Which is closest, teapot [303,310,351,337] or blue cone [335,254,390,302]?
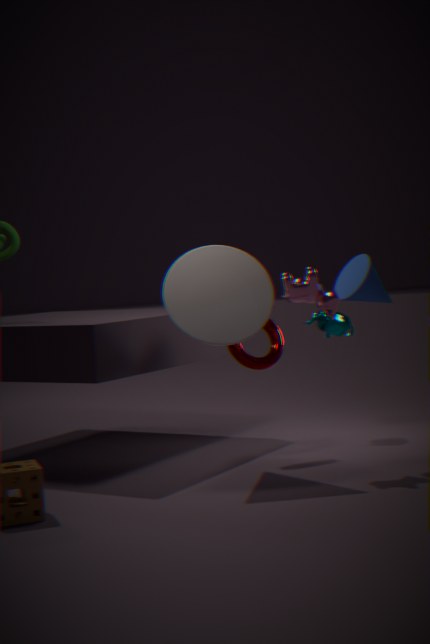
blue cone [335,254,390,302]
